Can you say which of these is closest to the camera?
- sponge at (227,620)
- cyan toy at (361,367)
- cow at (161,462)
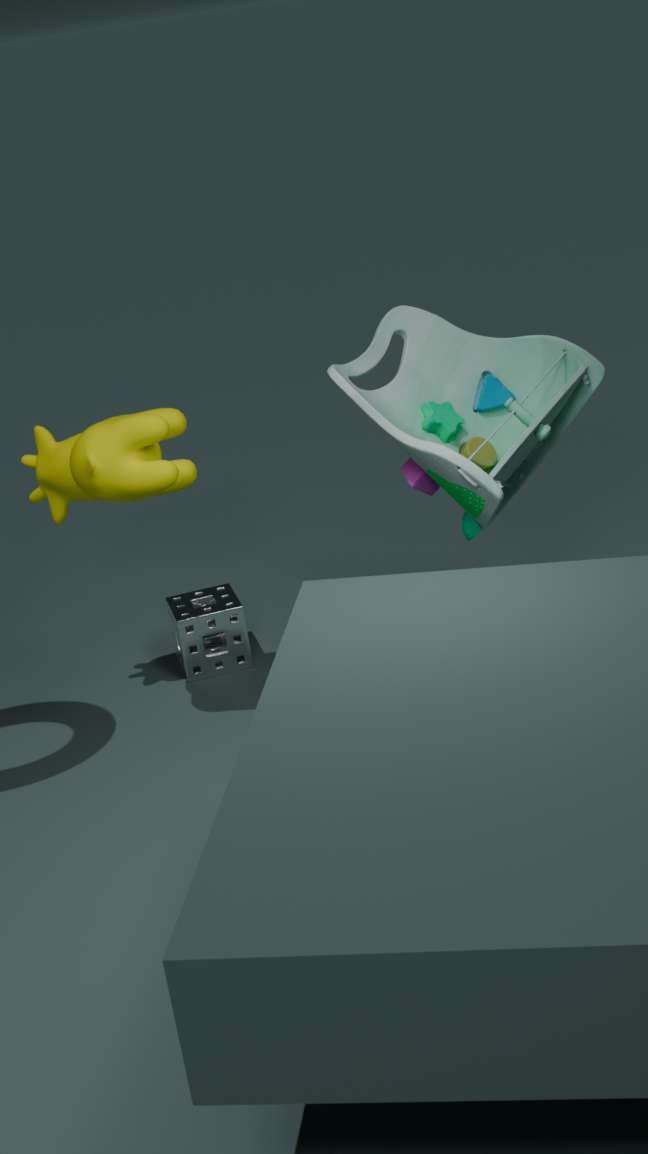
cow at (161,462)
